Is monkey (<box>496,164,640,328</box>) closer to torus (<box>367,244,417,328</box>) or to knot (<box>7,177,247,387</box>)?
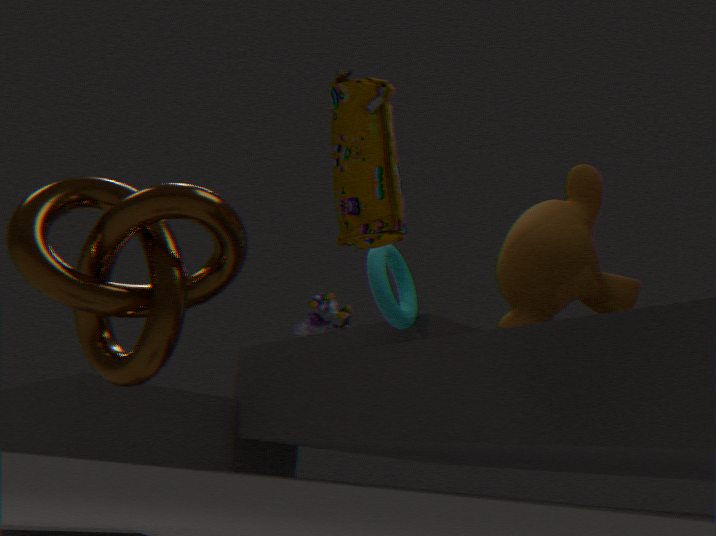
torus (<box>367,244,417,328</box>)
